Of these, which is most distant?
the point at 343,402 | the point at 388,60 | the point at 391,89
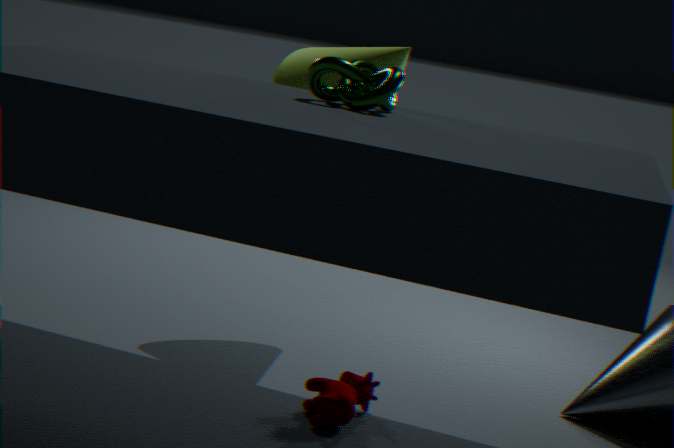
the point at 388,60
